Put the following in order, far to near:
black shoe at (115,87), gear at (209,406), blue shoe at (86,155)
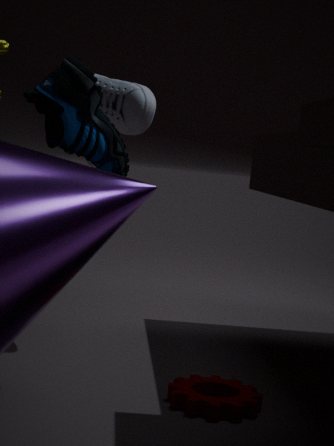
black shoe at (115,87), gear at (209,406), blue shoe at (86,155)
